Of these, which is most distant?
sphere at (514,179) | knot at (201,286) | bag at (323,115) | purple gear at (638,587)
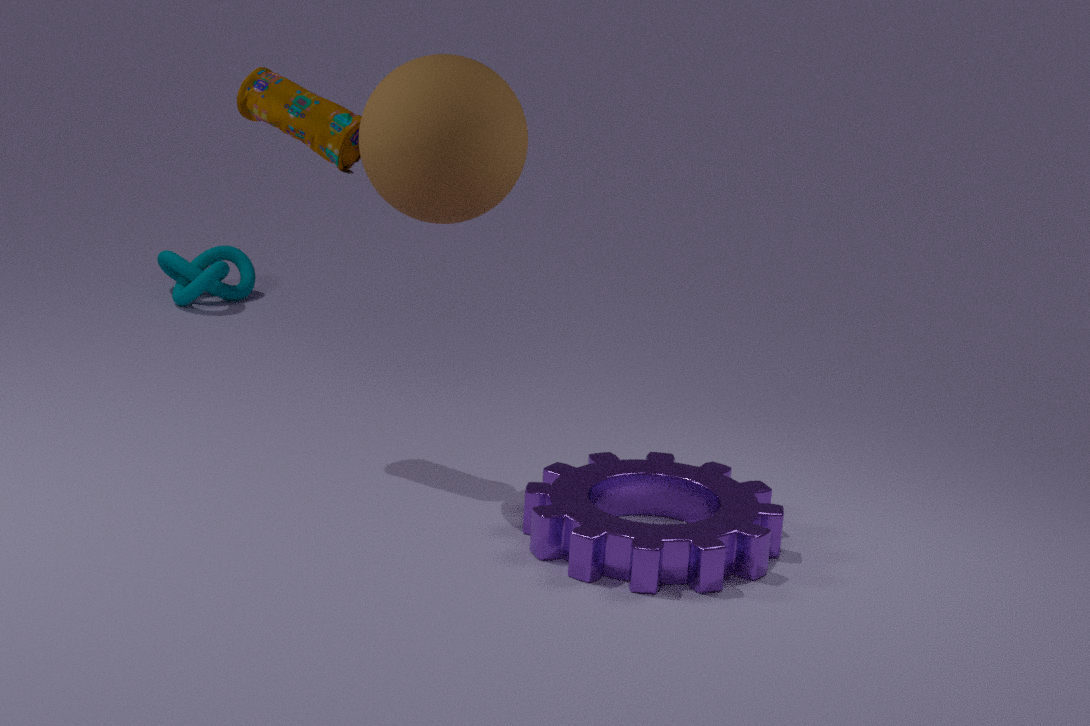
knot at (201,286)
